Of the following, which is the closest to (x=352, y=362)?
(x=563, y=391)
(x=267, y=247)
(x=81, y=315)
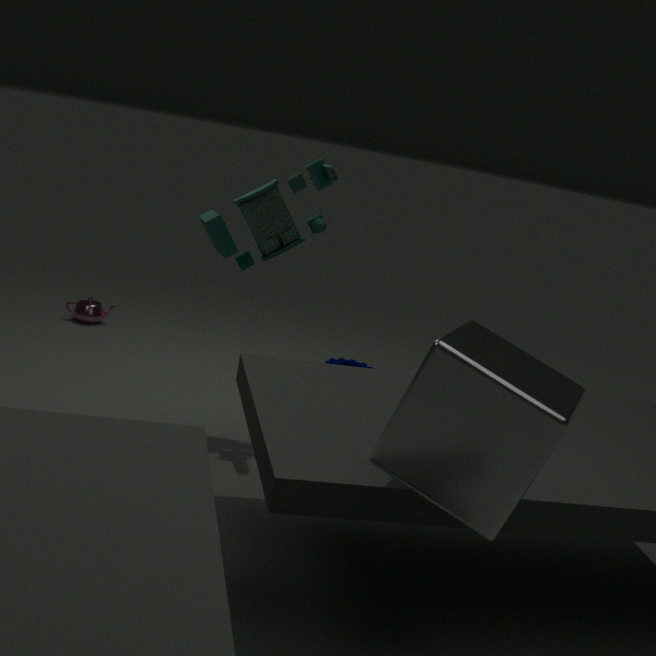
(x=267, y=247)
